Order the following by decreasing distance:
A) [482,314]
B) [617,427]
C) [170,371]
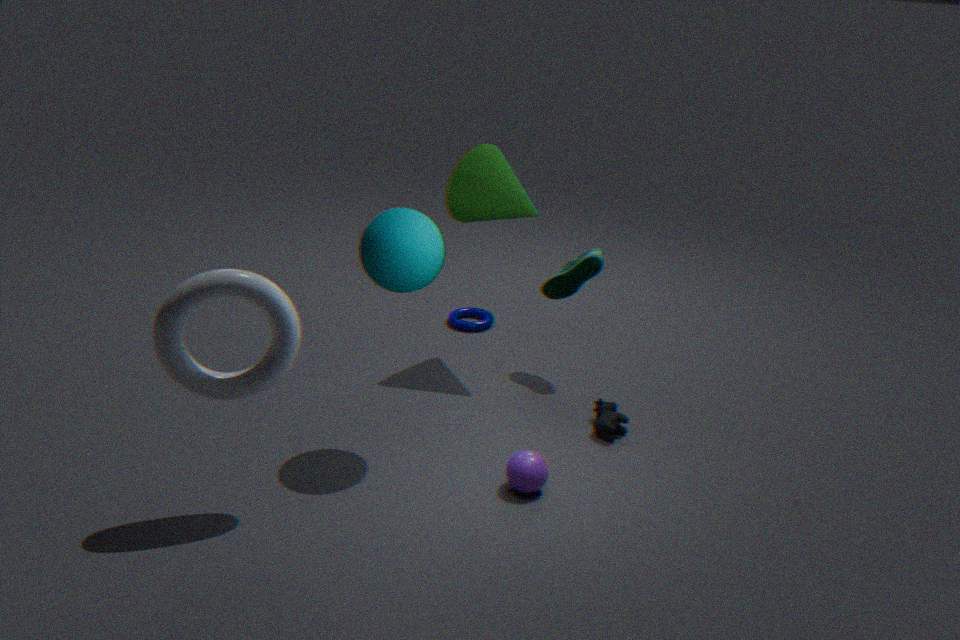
[482,314], [617,427], [170,371]
